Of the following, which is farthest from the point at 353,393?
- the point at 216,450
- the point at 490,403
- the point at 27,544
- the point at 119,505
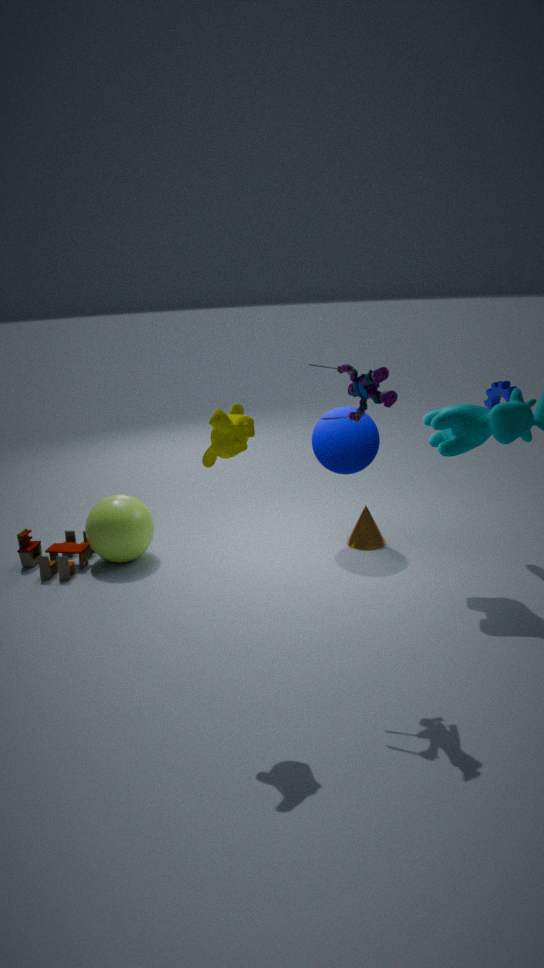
the point at 27,544
